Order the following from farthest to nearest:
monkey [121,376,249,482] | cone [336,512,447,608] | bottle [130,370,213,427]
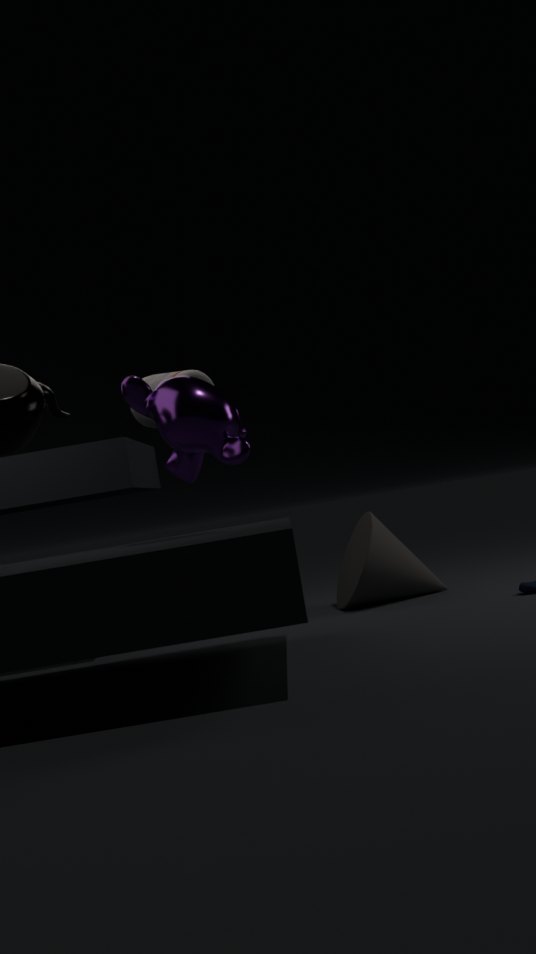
bottle [130,370,213,427]
cone [336,512,447,608]
monkey [121,376,249,482]
